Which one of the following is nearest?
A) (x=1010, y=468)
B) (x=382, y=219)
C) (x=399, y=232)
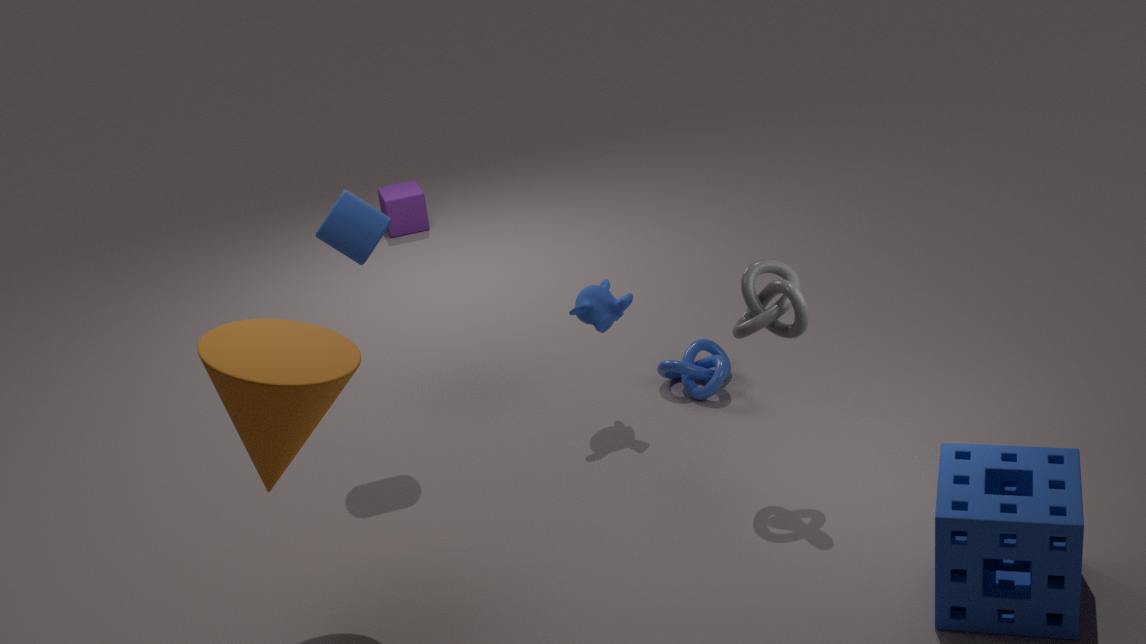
(x=1010, y=468)
